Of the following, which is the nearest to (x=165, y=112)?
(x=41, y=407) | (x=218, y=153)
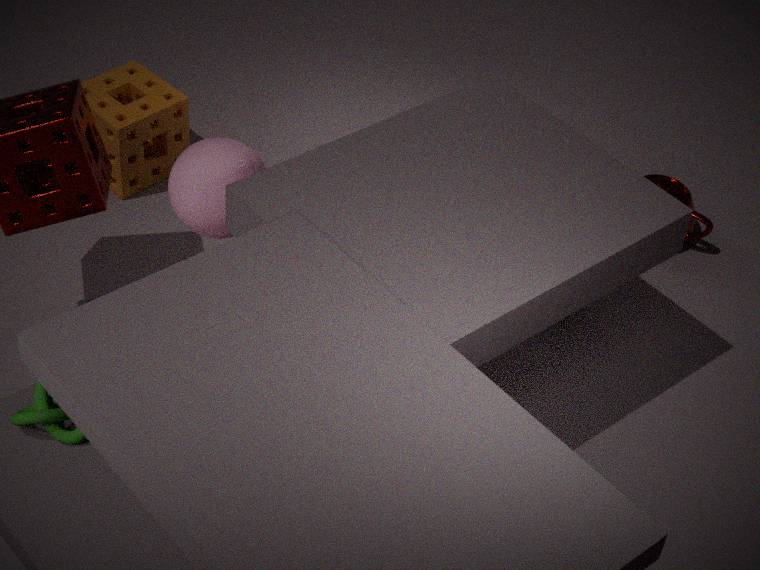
(x=218, y=153)
